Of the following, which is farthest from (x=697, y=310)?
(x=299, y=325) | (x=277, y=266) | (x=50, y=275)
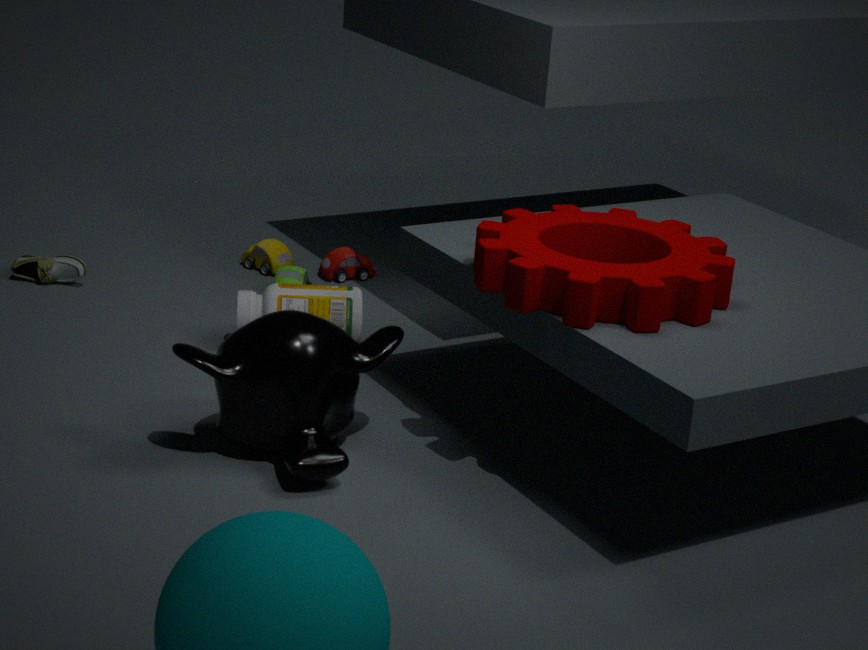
(x=50, y=275)
